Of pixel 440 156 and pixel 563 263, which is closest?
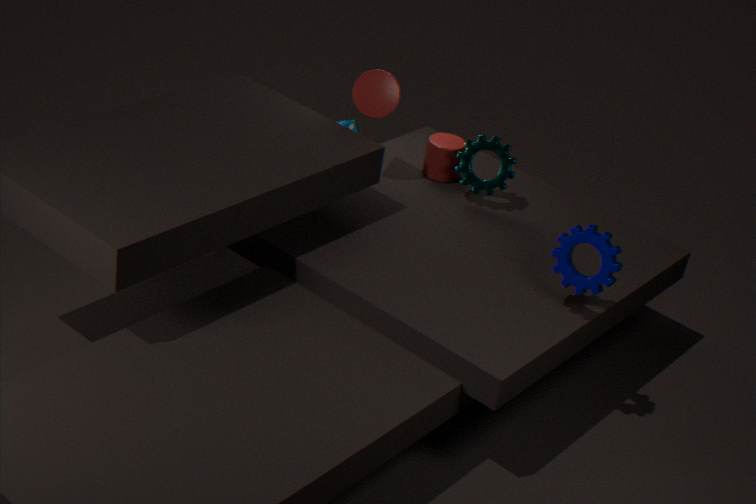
pixel 563 263
